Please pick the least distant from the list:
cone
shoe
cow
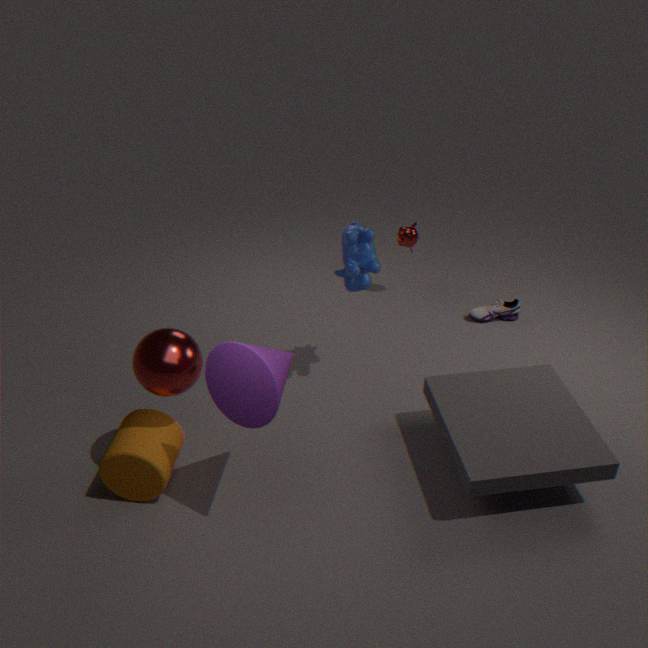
cone
